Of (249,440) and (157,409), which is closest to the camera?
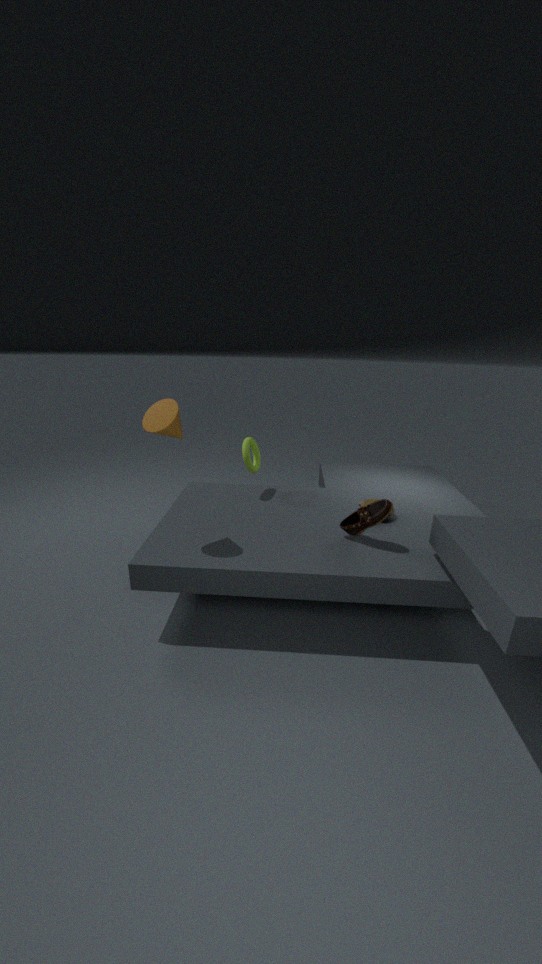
(157,409)
